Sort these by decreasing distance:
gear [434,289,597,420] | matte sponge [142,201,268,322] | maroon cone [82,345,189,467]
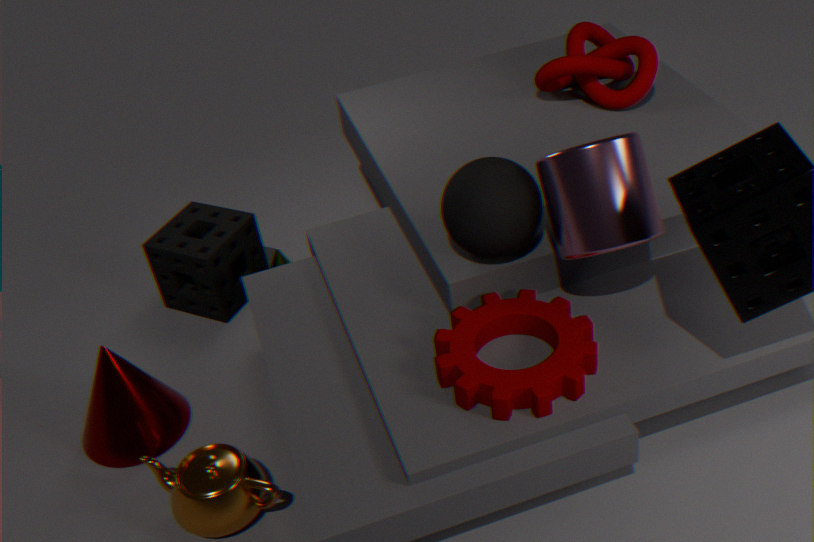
1. matte sponge [142,201,268,322]
2. maroon cone [82,345,189,467]
3. gear [434,289,597,420]
